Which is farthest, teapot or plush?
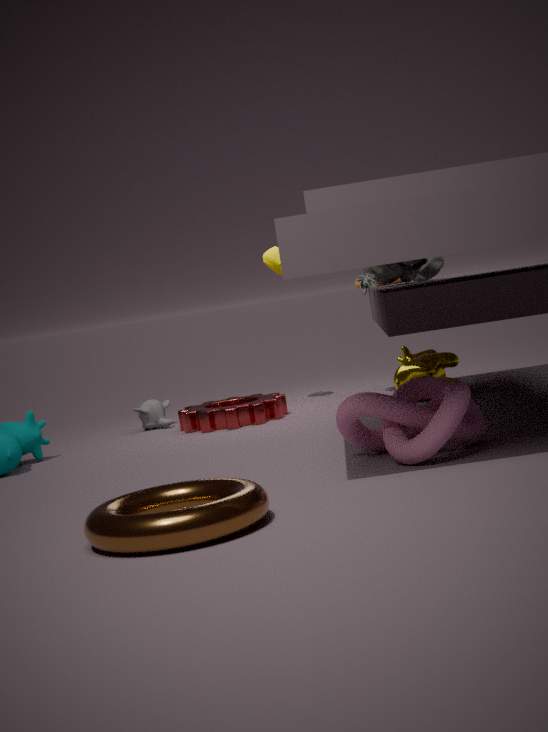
teapot
